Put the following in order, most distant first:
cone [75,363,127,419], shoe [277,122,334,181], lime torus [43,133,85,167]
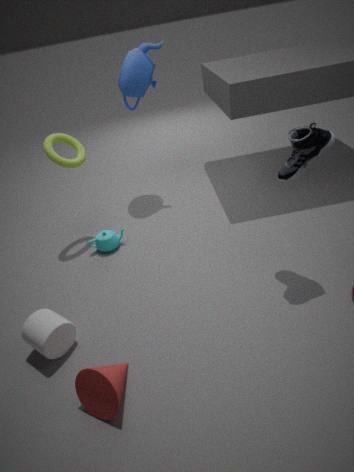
lime torus [43,133,85,167], shoe [277,122,334,181], cone [75,363,127,419]
